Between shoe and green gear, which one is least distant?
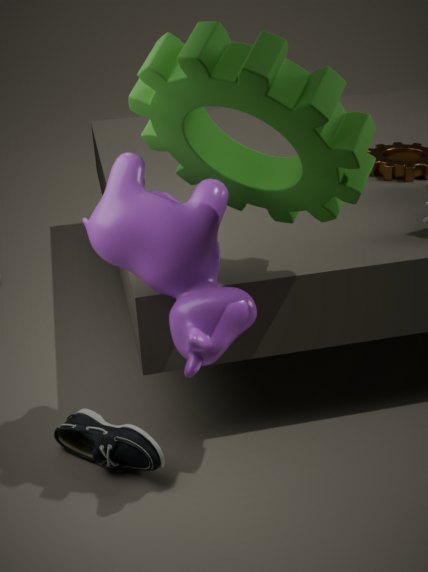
green gear
